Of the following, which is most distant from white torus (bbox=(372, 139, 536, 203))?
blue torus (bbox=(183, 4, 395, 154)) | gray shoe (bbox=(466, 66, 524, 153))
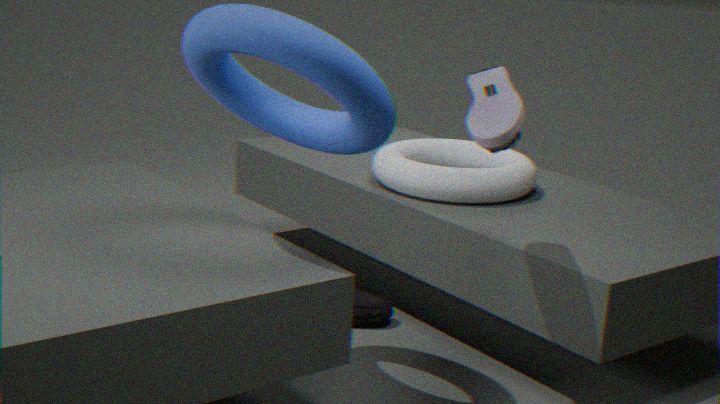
blue torus (bbox=(183, 4, 395, 154))
